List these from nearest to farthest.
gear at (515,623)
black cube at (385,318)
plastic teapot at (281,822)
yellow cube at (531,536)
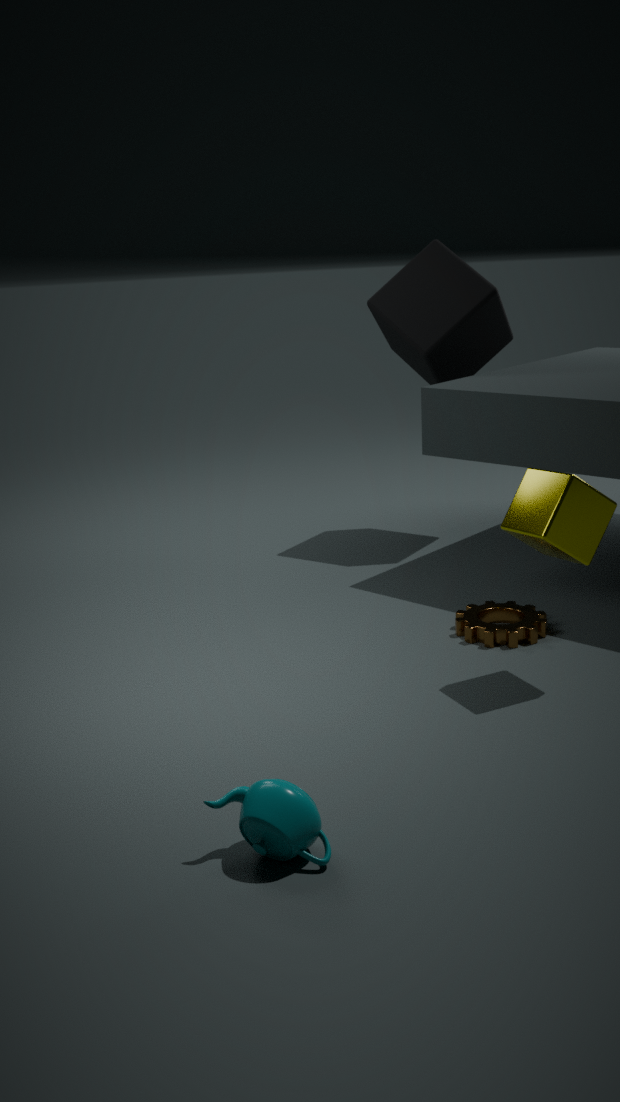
plastic teapot at (281,822)
yellow cube at (531,536)
gear at (515,623)
black cube at (385,318)
